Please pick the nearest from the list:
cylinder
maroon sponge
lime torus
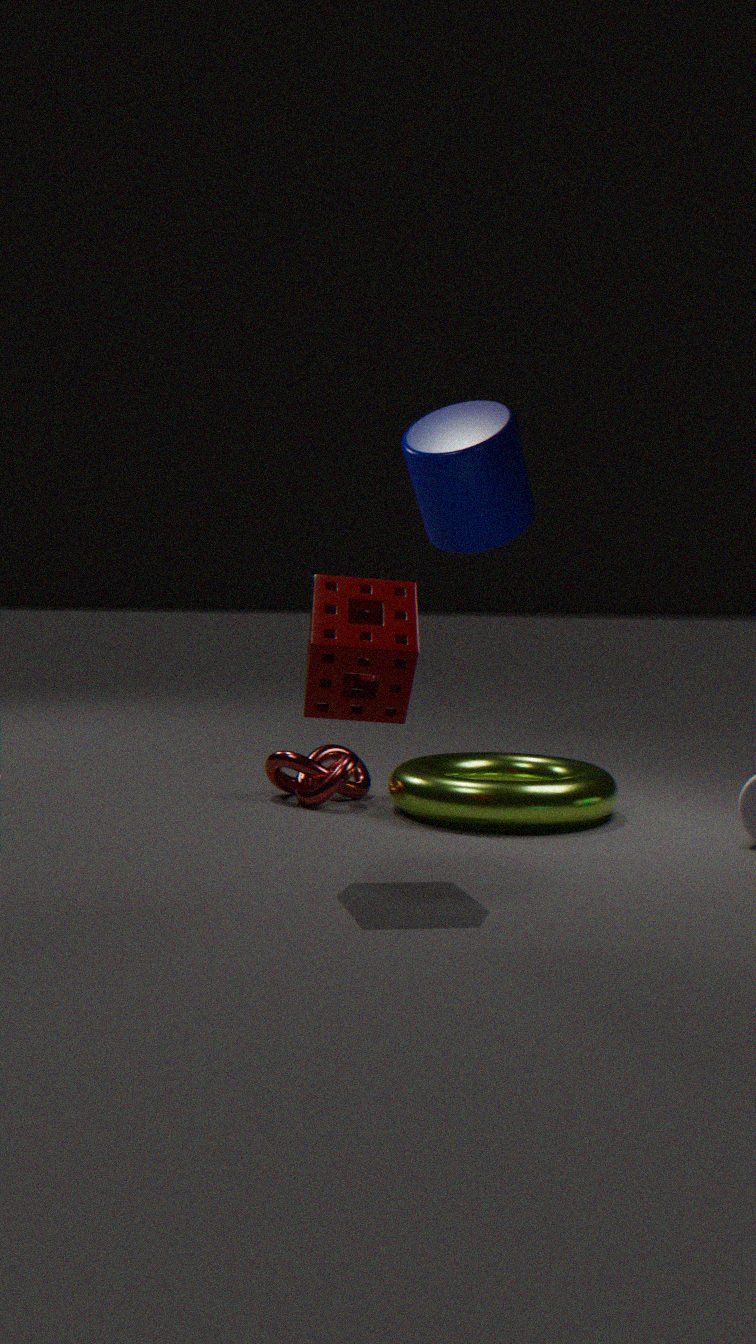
maroon sponge
